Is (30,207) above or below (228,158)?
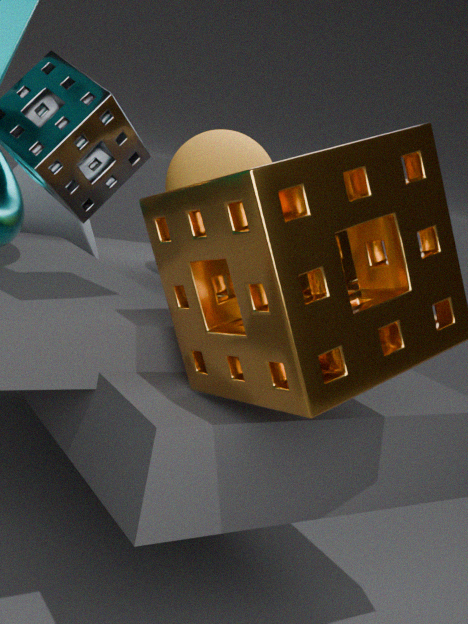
below
